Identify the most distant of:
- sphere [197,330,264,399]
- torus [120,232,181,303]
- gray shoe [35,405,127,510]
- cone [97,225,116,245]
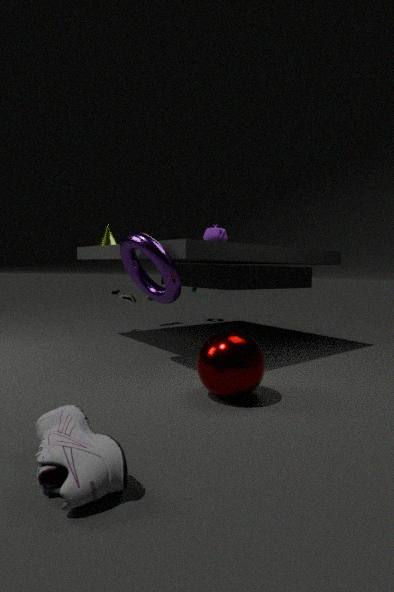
cone [97,225,116,245]
